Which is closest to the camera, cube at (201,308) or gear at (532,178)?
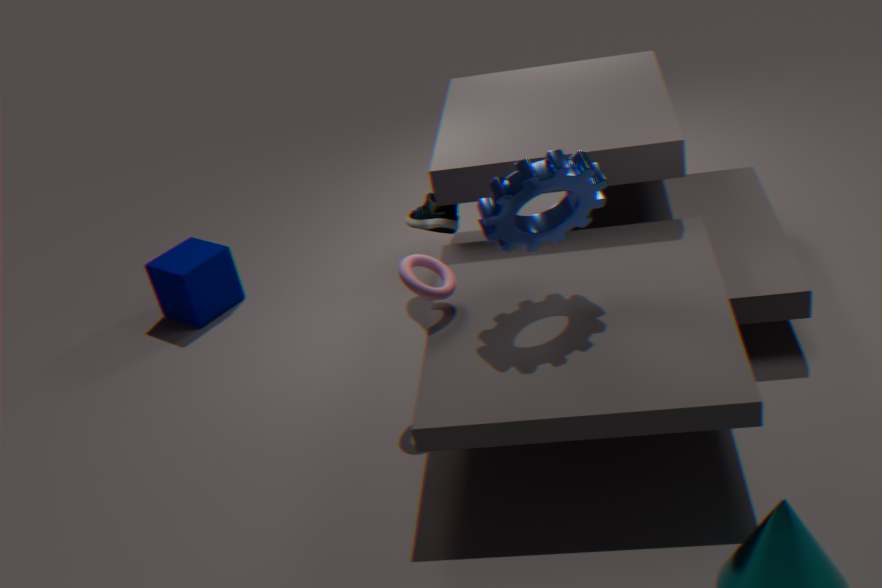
gear at (532,178)
